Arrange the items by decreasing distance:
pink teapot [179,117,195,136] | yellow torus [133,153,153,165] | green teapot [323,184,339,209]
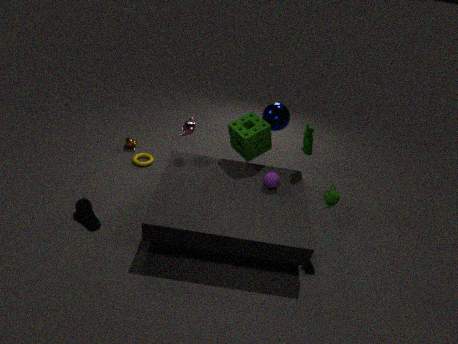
yellow torus [133,153,153,165]
pink teapot [179,117,195,136]
green teapot [323,184,339,209]
